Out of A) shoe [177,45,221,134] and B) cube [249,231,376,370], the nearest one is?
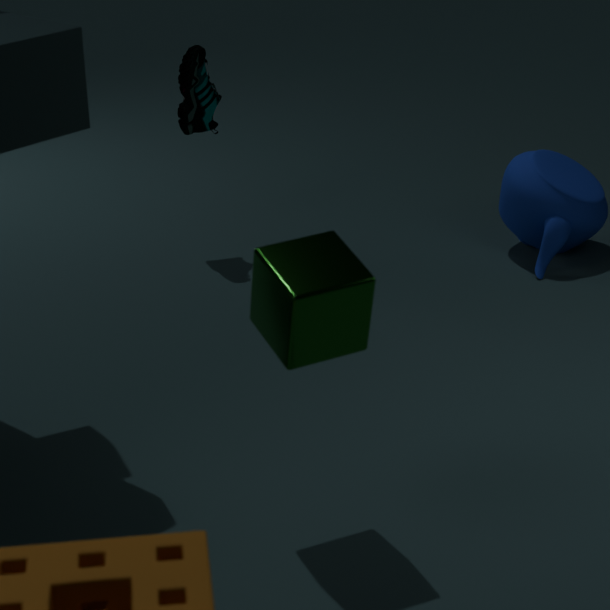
B. cube [249,231,376,370]
